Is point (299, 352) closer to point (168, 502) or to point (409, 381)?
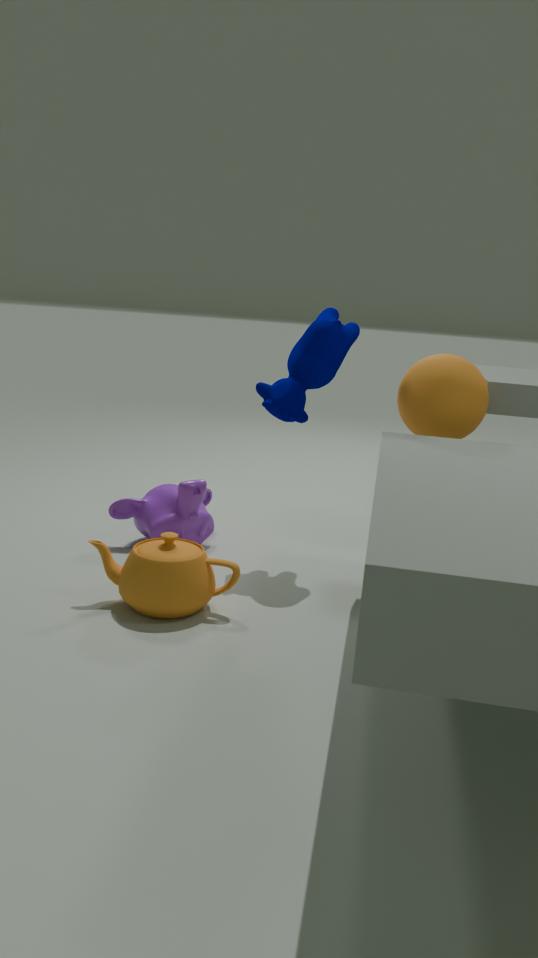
point (409, 381)
